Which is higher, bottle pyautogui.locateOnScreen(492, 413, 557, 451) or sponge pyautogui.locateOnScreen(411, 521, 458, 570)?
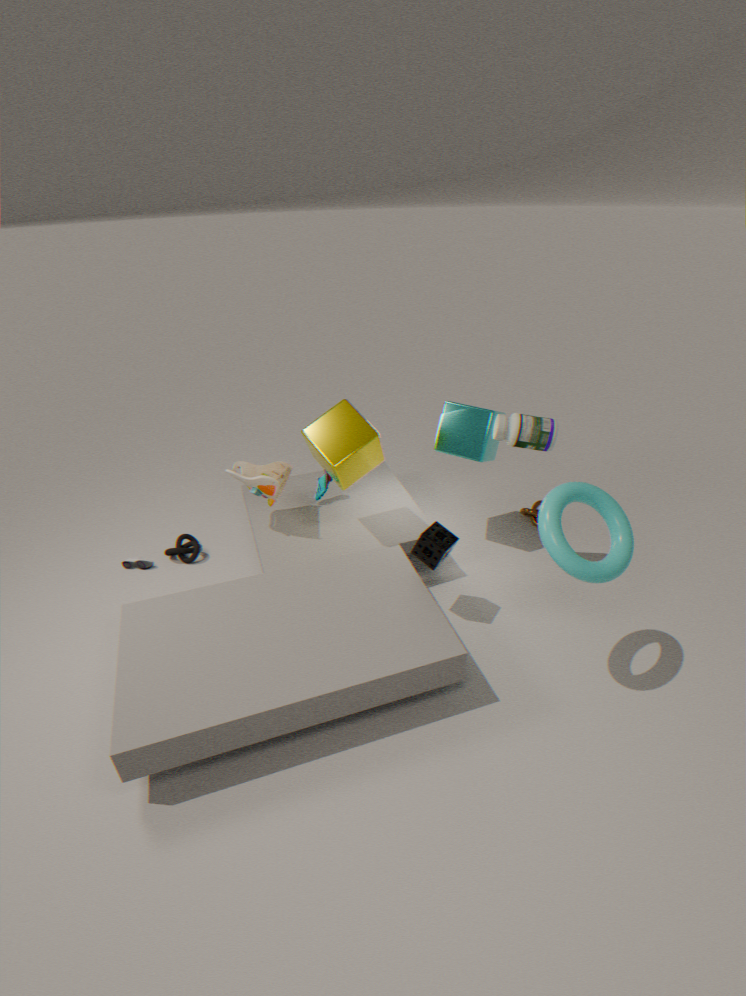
bottle pyautogui.locateOnScreen(492, 413, 557, 451)
